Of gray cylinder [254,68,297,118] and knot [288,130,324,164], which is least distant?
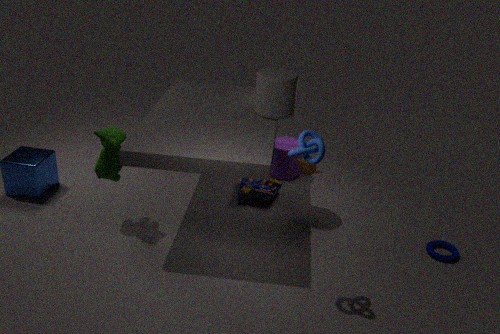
knot [288,130,324,164]
